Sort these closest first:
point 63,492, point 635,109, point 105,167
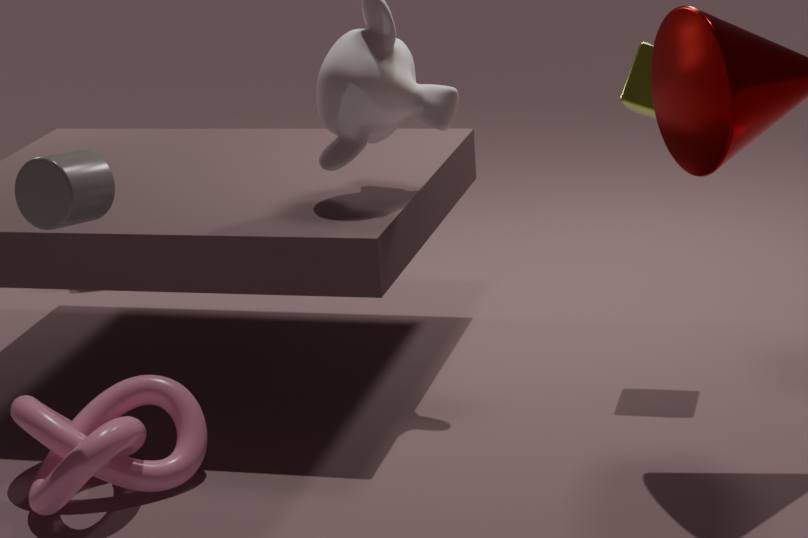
point 105,167
point 63,492
point 635,109
